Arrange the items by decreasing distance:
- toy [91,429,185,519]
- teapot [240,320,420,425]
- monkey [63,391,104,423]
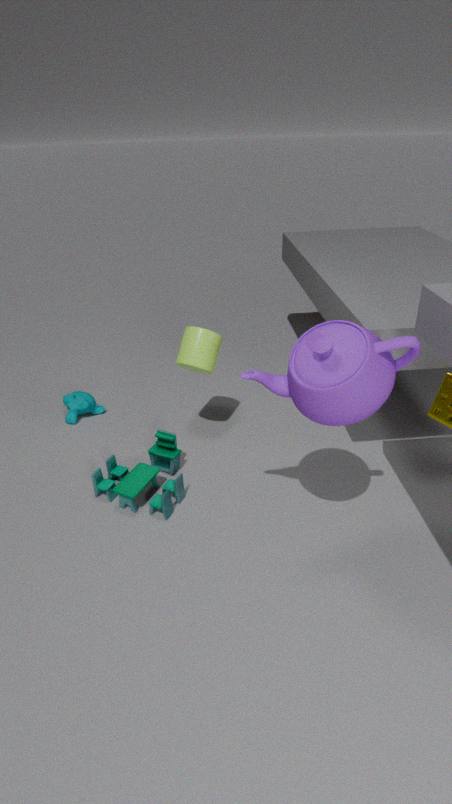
1. monkey [63,391,104,423]
2. toy [91,429,185,519]
3. teapot [240,320,420,425]
